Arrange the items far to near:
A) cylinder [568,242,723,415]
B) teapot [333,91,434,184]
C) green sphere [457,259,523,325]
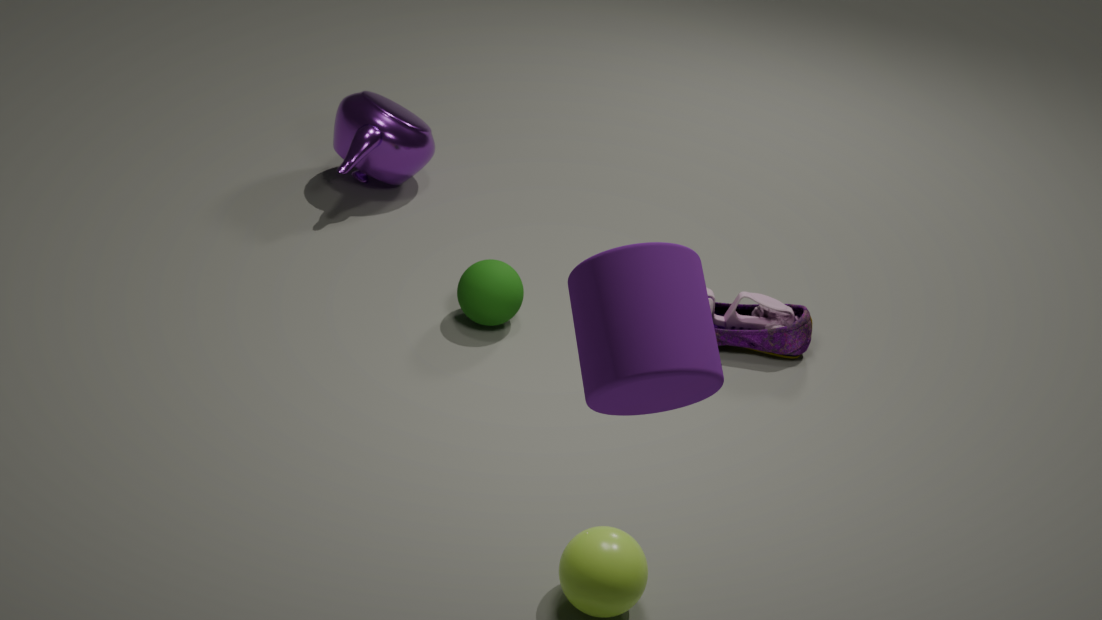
teapot [333,91,434,184]
green sphere [457,259,523,325]
cylinder [568,242,723,415]
